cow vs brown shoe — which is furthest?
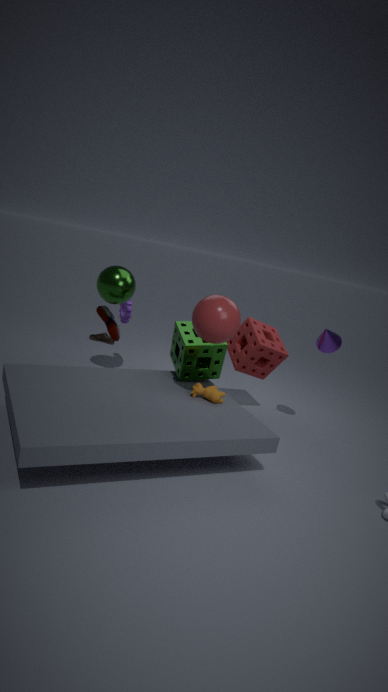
brown shoe
